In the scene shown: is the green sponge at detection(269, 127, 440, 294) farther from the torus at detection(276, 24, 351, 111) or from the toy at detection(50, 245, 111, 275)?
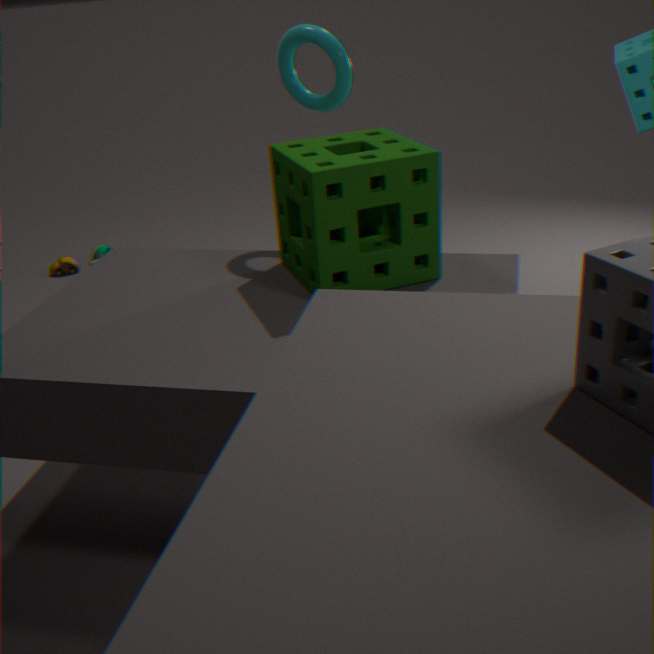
the toy at detection(50, 245, 111, 275)
